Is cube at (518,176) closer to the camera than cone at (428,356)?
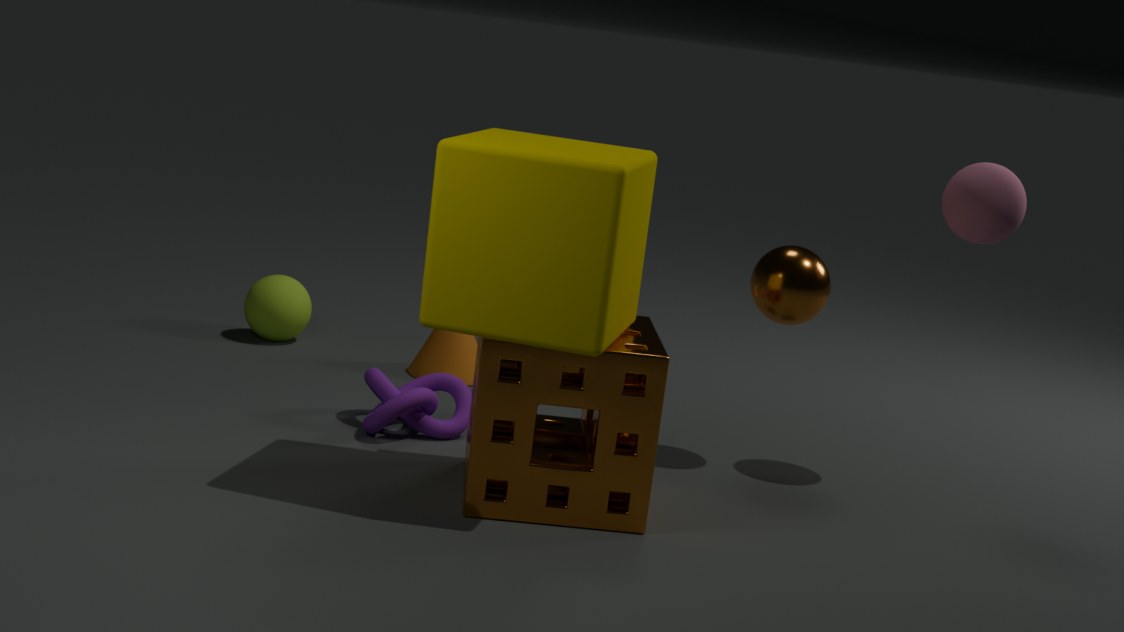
Yes
